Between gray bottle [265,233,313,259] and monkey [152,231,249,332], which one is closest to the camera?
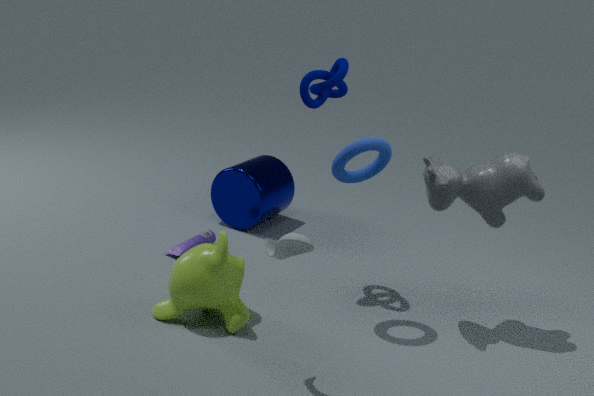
gray bottle [265,233,313,259]
